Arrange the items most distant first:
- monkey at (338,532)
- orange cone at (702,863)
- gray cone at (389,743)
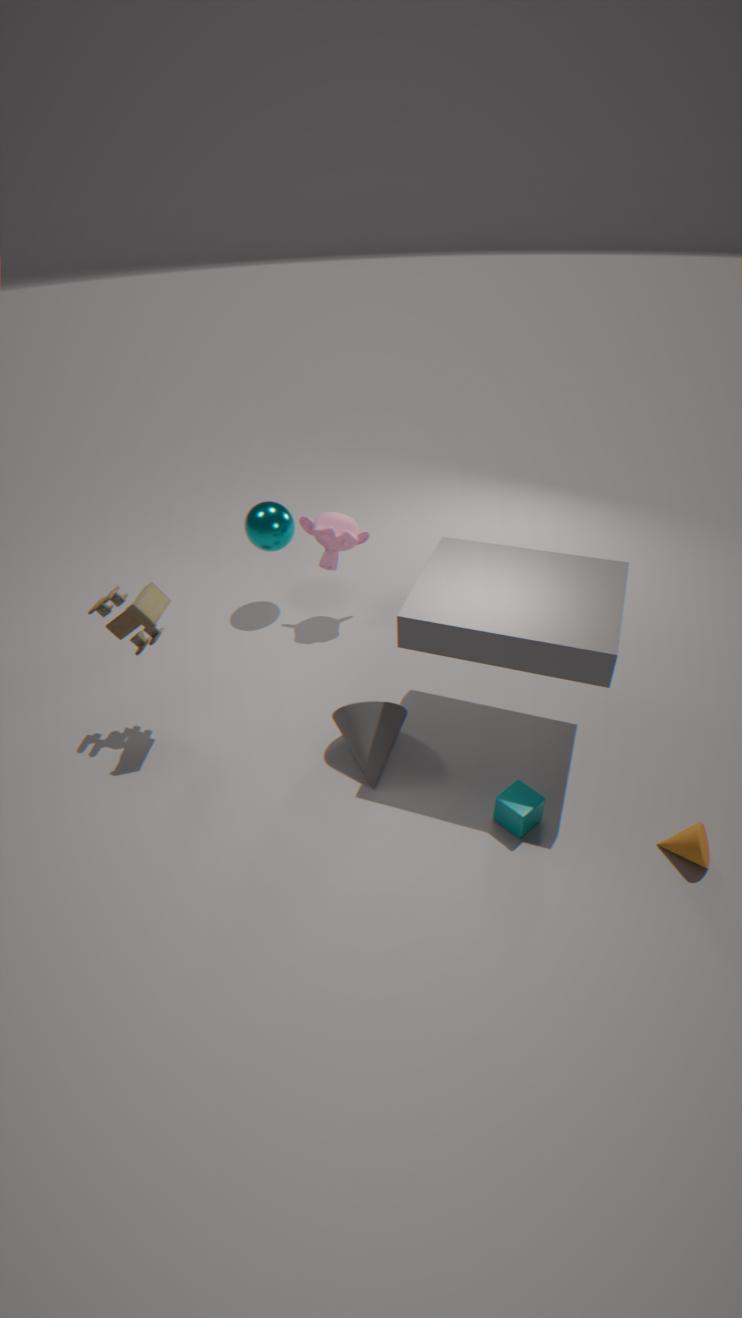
monkey at (338,532), gray cone at (389,743), orange cone at (702,863)
